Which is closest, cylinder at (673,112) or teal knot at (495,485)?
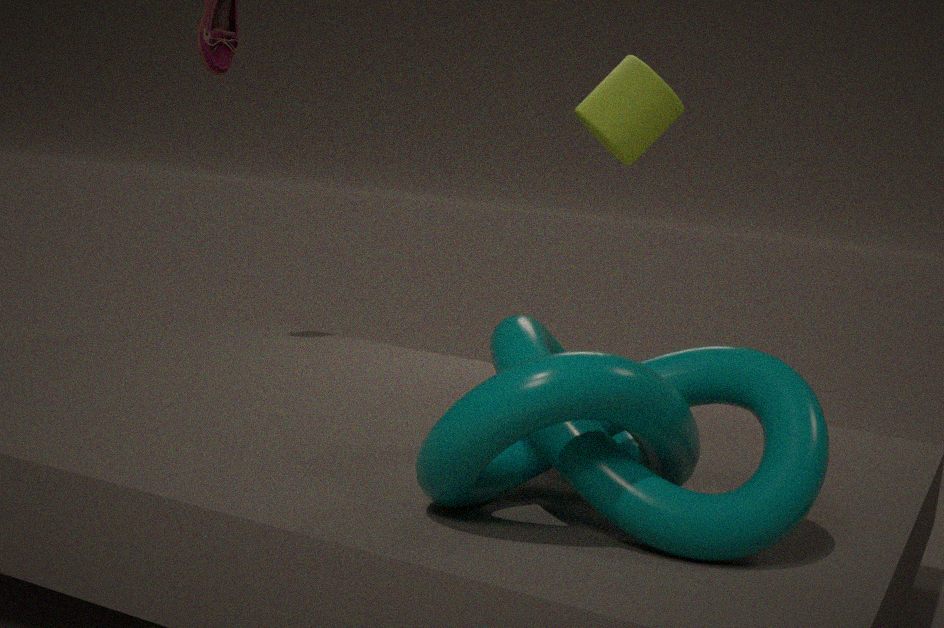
teal knot at (495,485)
